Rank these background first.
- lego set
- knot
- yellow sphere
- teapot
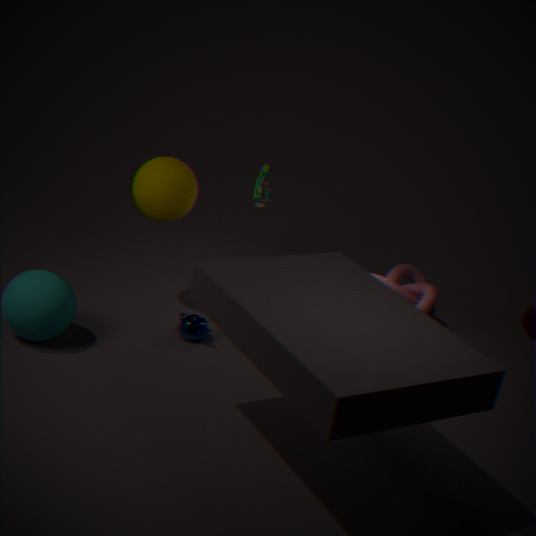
knot, lego set, yellow sphere, teapot
